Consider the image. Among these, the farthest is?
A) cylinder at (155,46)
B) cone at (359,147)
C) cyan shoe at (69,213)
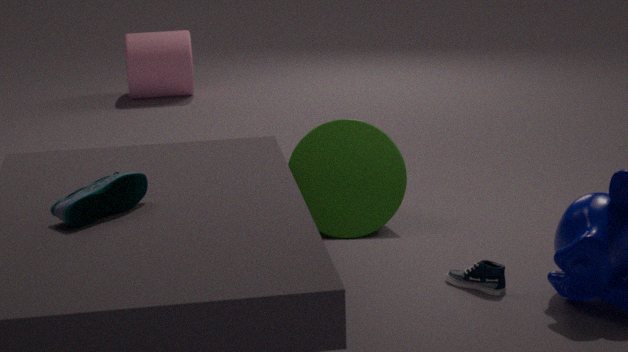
cylinder at (155,46)
